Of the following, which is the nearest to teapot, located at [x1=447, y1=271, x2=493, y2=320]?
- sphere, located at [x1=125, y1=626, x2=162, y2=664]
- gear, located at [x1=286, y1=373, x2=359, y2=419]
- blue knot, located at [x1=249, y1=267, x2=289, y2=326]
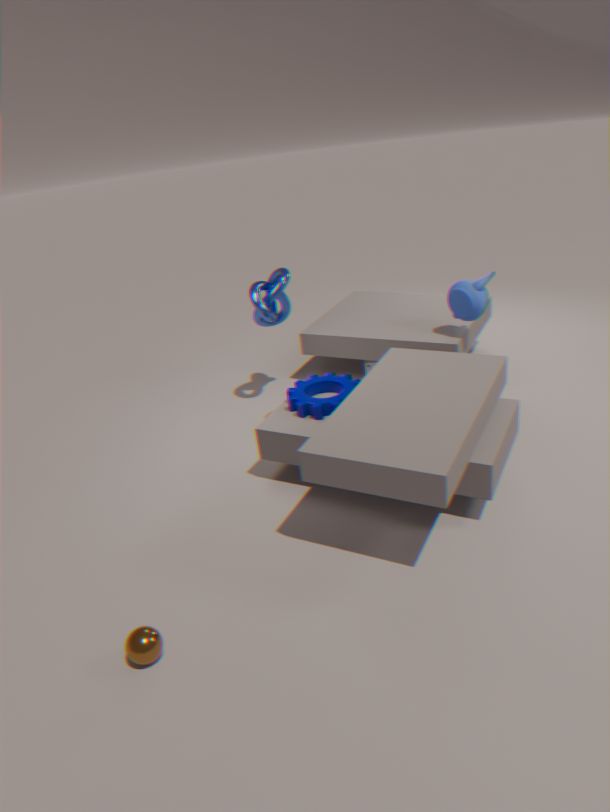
gear, located at [x1=286, y1=373, x2=359, y2=419]
